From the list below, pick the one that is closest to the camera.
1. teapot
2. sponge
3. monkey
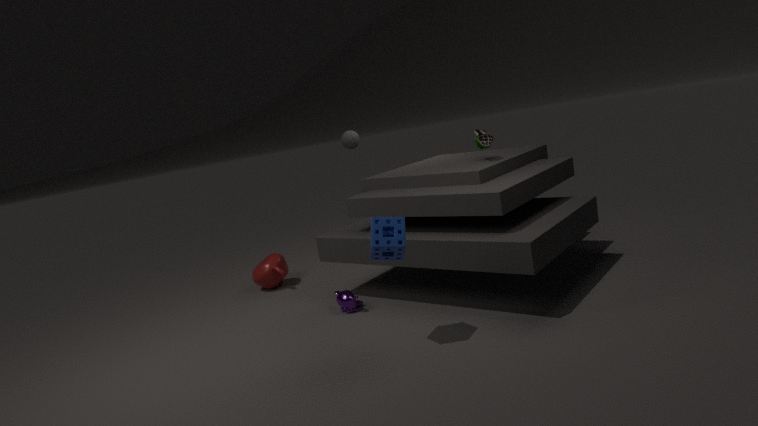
sponge
